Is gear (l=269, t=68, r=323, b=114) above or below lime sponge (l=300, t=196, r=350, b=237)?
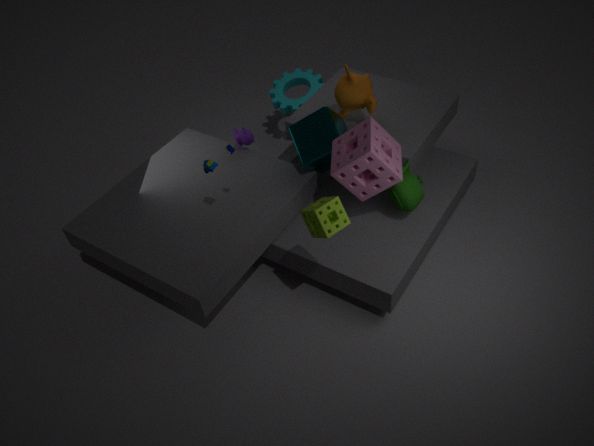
below
